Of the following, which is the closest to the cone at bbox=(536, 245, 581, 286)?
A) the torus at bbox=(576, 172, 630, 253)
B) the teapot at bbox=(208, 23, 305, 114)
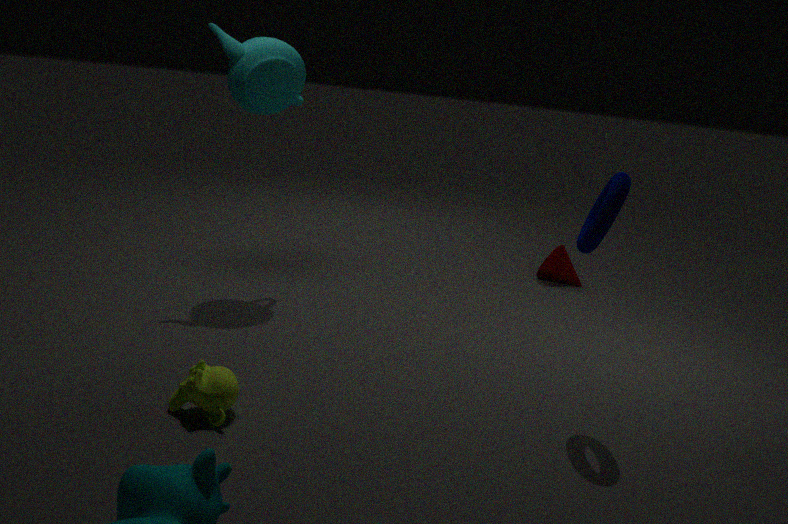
the teapot at bbox=(208, 23, 305, 114)
